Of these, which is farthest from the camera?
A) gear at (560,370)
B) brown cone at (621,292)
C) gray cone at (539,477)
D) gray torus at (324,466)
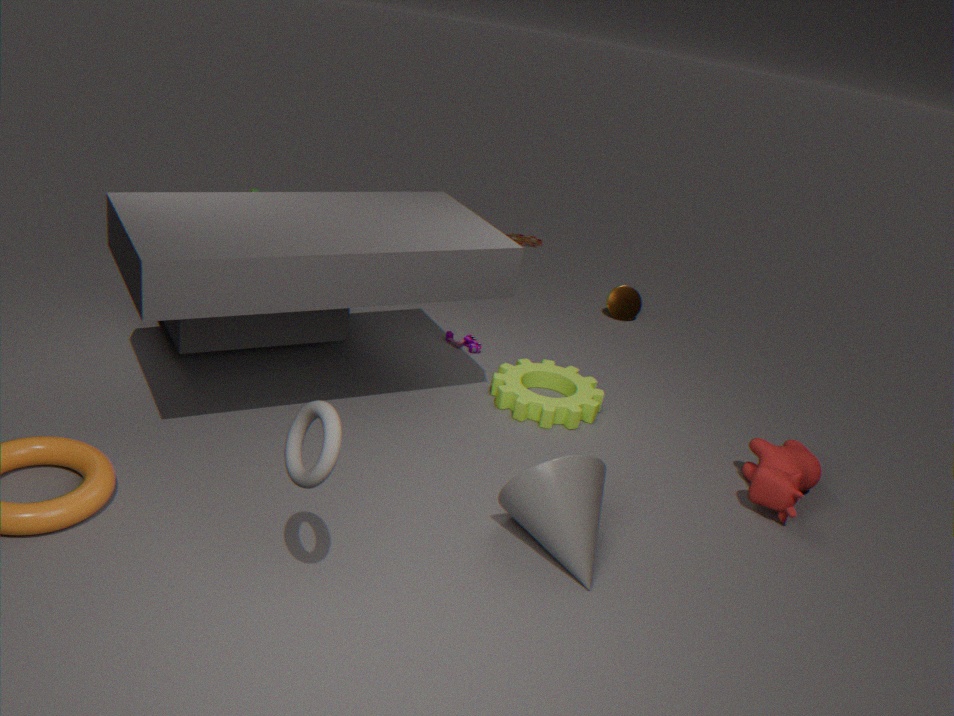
brown cone at (621,292)
